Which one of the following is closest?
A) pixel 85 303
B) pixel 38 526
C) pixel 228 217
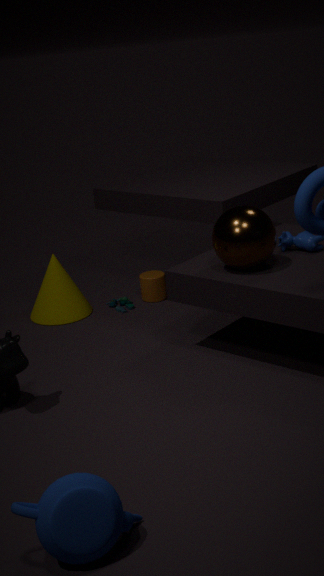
pixel 38 526
